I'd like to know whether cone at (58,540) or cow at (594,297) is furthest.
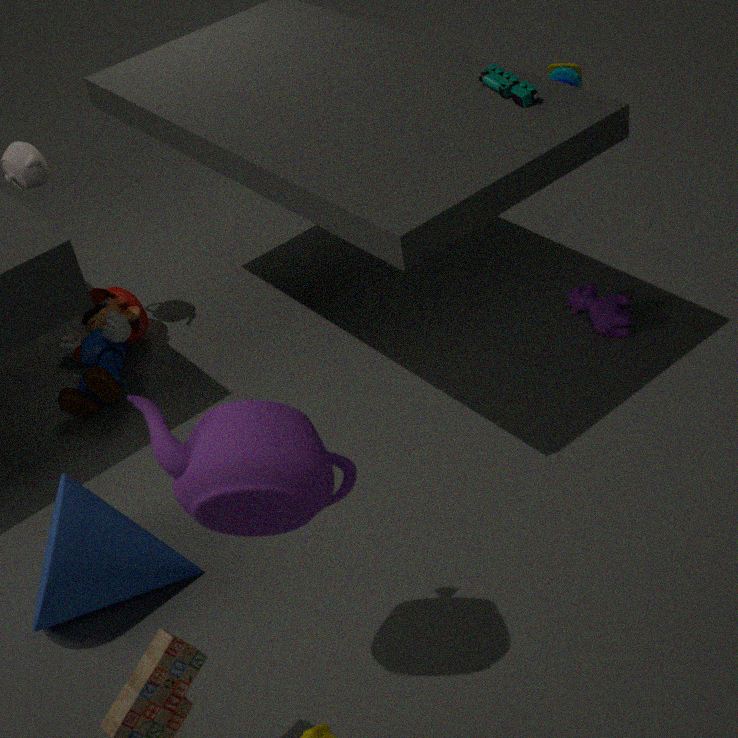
cow at (594,297)
